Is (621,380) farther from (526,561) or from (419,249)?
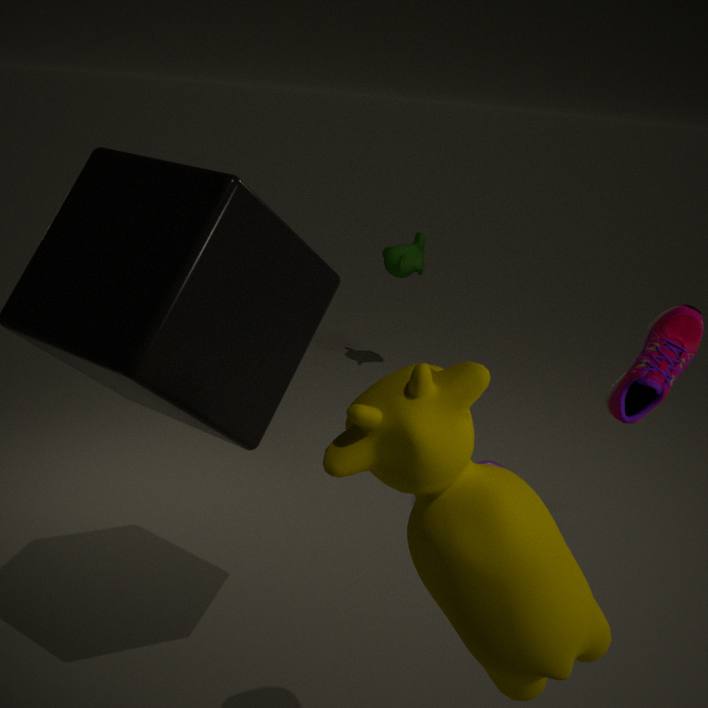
(419,249)
